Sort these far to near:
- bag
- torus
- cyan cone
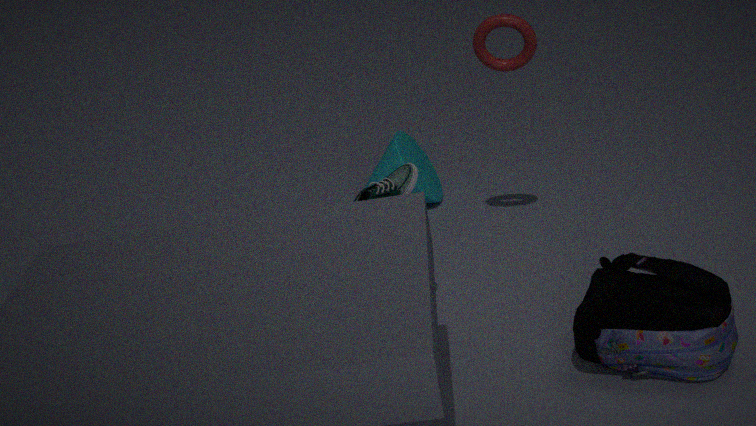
cyan cone → torus → bag
